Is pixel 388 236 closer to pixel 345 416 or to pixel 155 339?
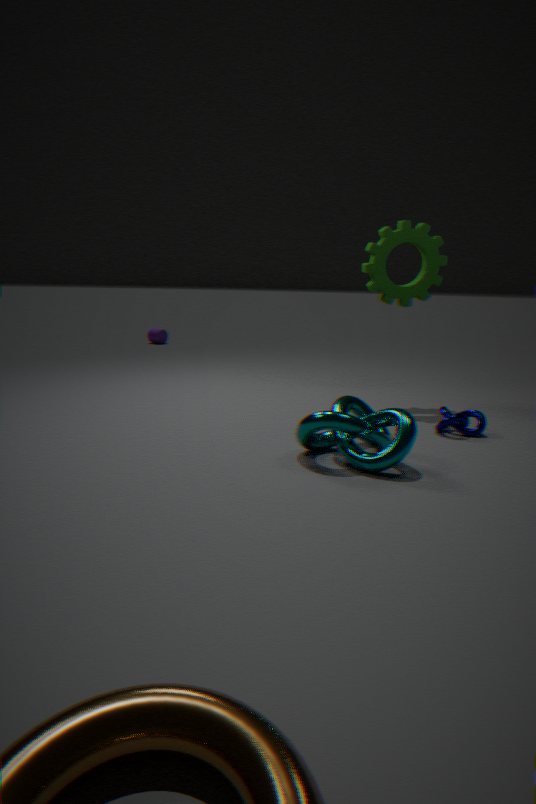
pixel 345 416
